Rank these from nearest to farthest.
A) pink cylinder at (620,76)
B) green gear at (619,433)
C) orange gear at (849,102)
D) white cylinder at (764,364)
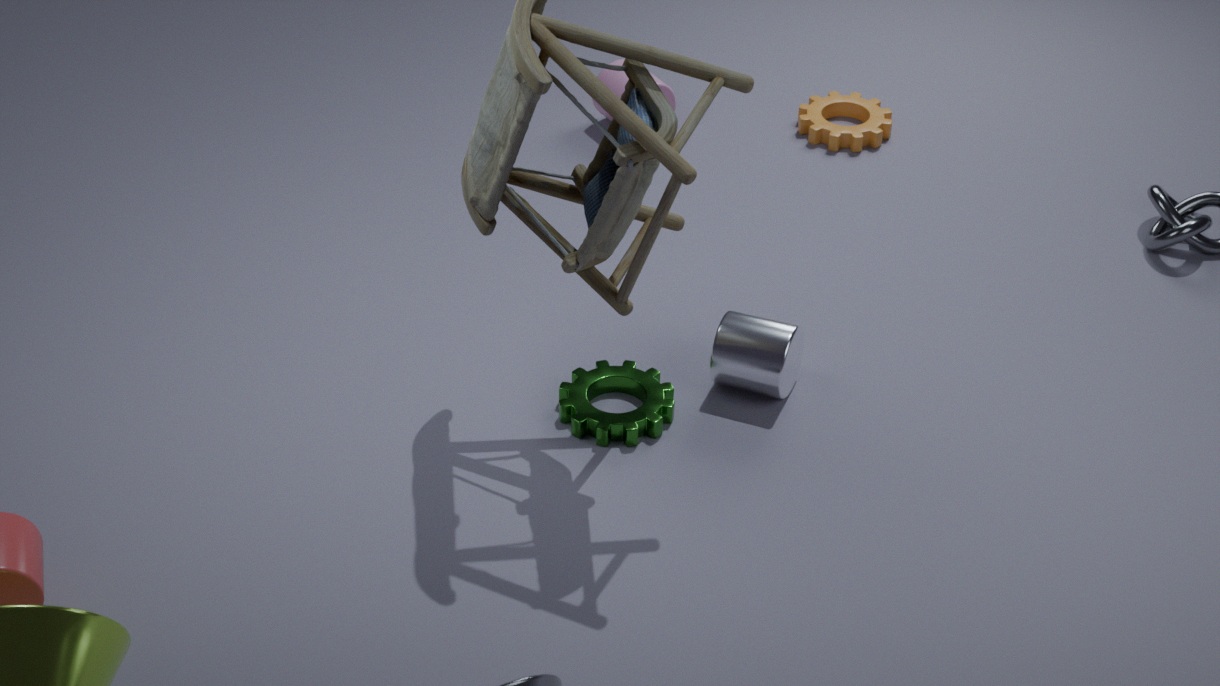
green gear at (619,433)
white cylinder at (764,364)
pink cylinder at (620,76)
orange gear at (849,102)
